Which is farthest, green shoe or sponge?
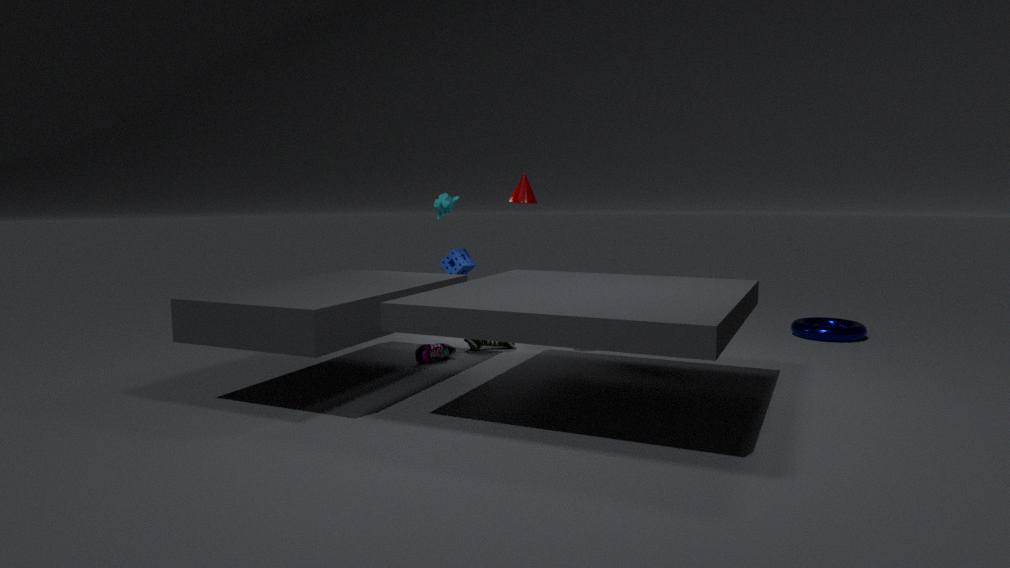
sponge
